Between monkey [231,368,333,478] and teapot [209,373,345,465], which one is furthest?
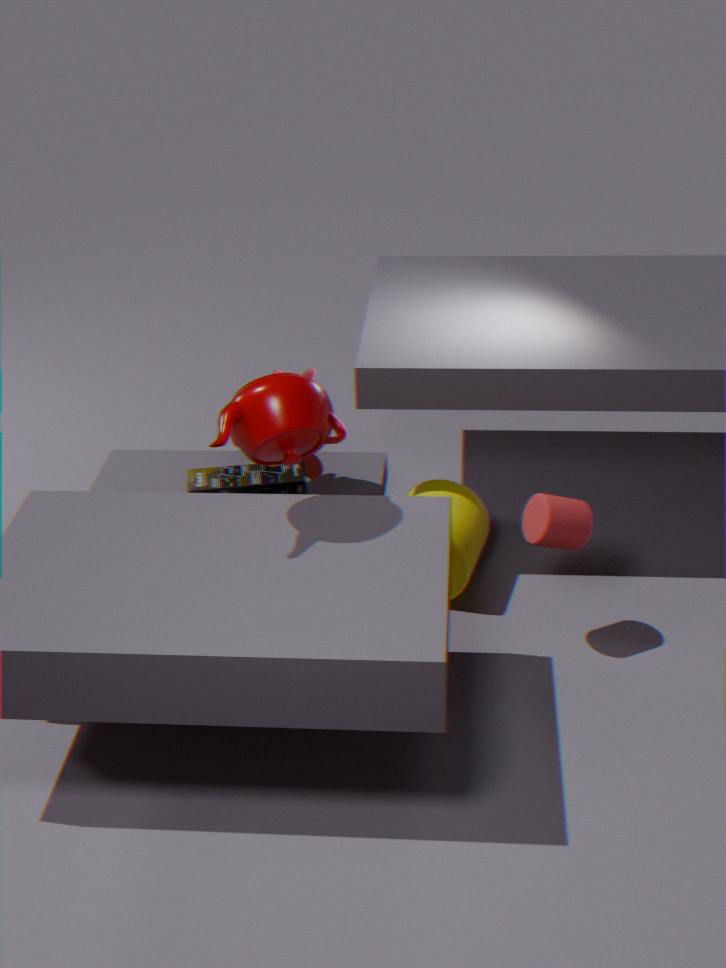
monkey [231,368,333,478]
